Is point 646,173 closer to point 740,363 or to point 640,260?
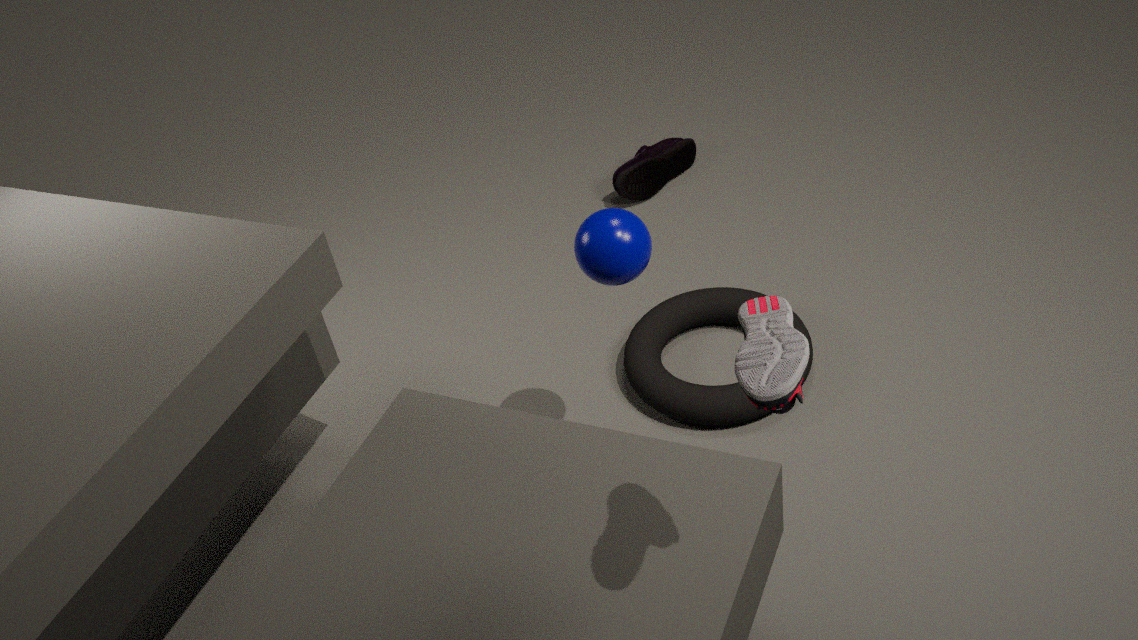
point 640,260
